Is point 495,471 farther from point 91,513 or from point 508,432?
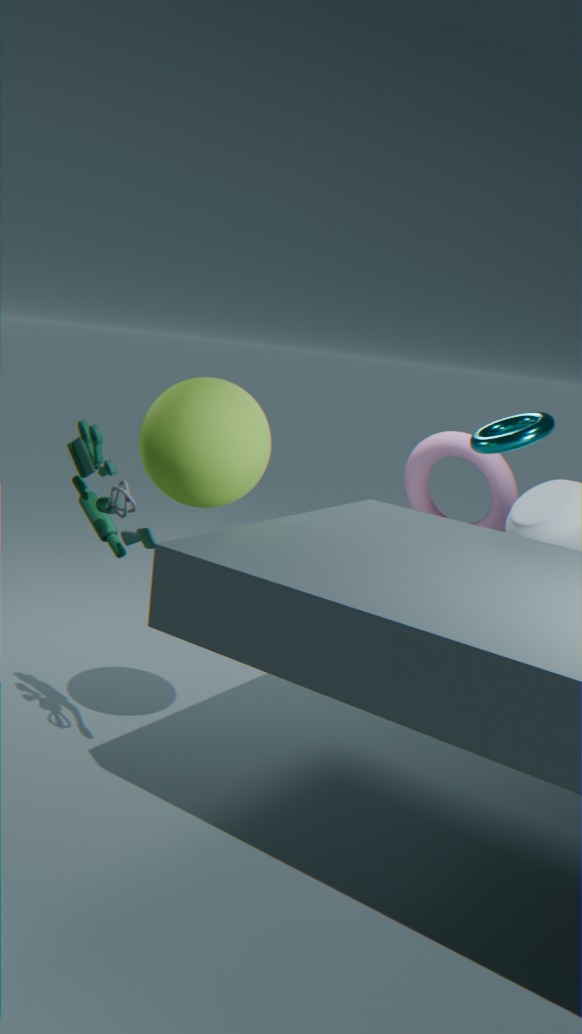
point 91,513
